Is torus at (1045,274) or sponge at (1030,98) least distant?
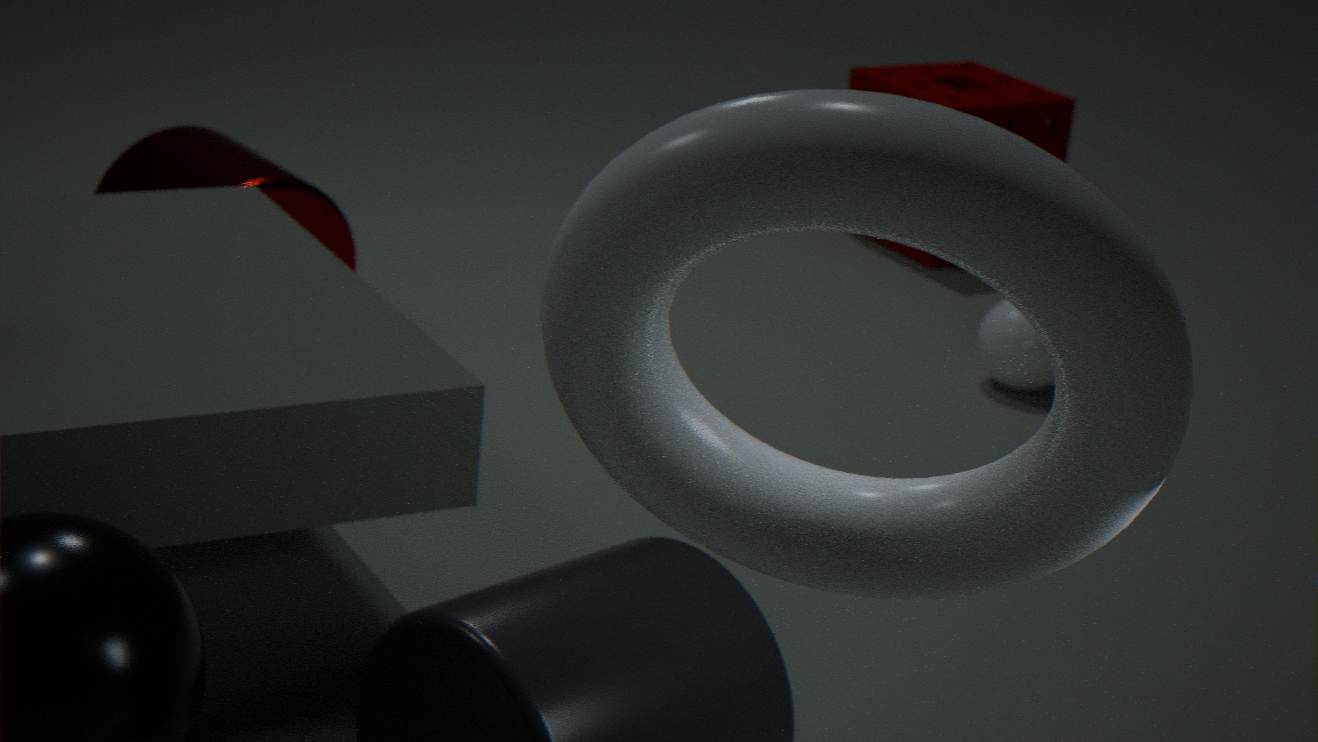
torus at (1045,274)
